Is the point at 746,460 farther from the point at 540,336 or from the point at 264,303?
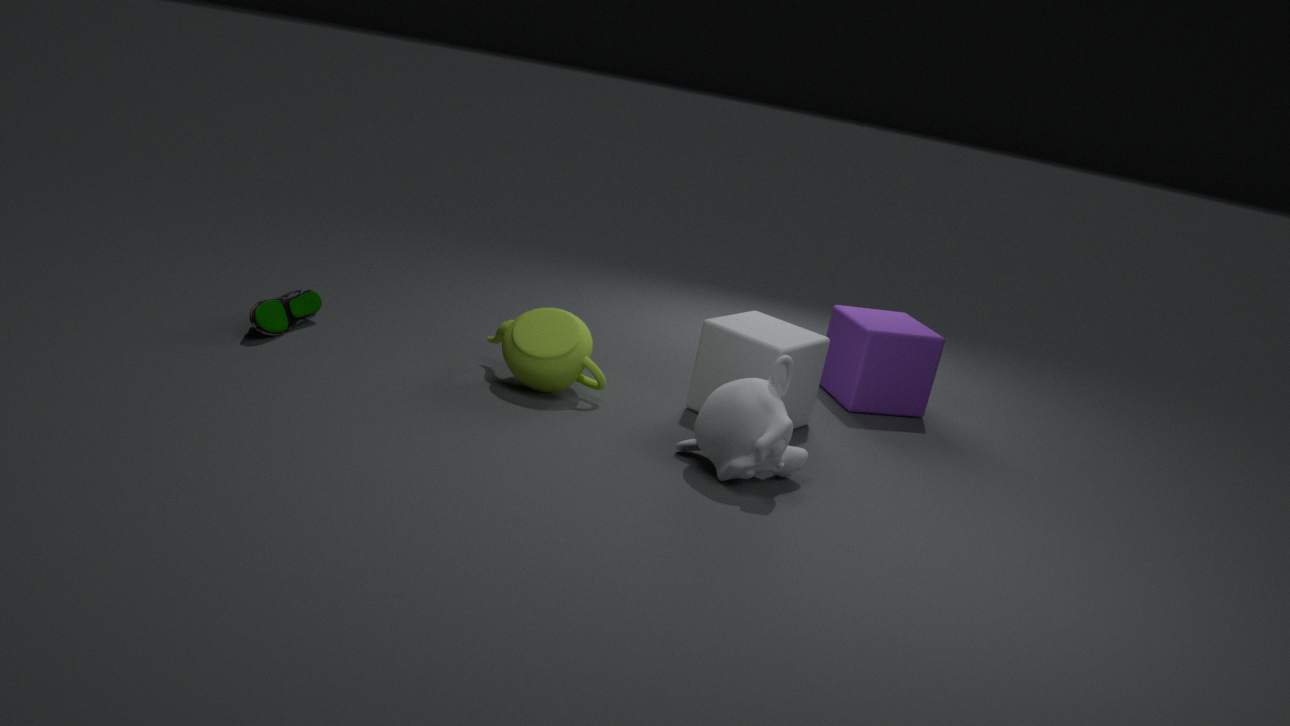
Answer: the point at 264,303
